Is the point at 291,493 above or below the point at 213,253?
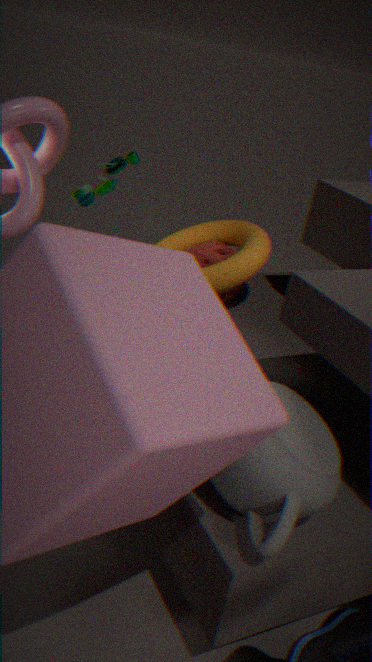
above
